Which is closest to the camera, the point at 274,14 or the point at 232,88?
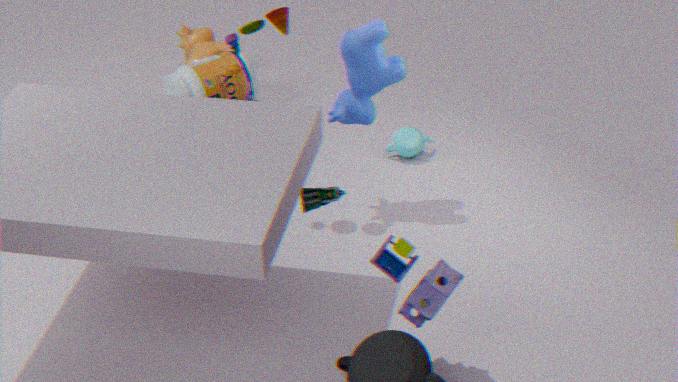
the point at 274,14
